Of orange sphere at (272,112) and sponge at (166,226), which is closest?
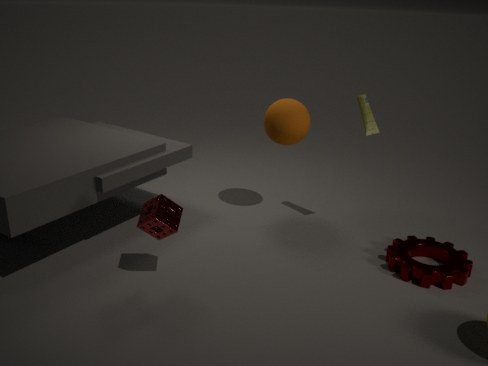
sponge at (166,226)
